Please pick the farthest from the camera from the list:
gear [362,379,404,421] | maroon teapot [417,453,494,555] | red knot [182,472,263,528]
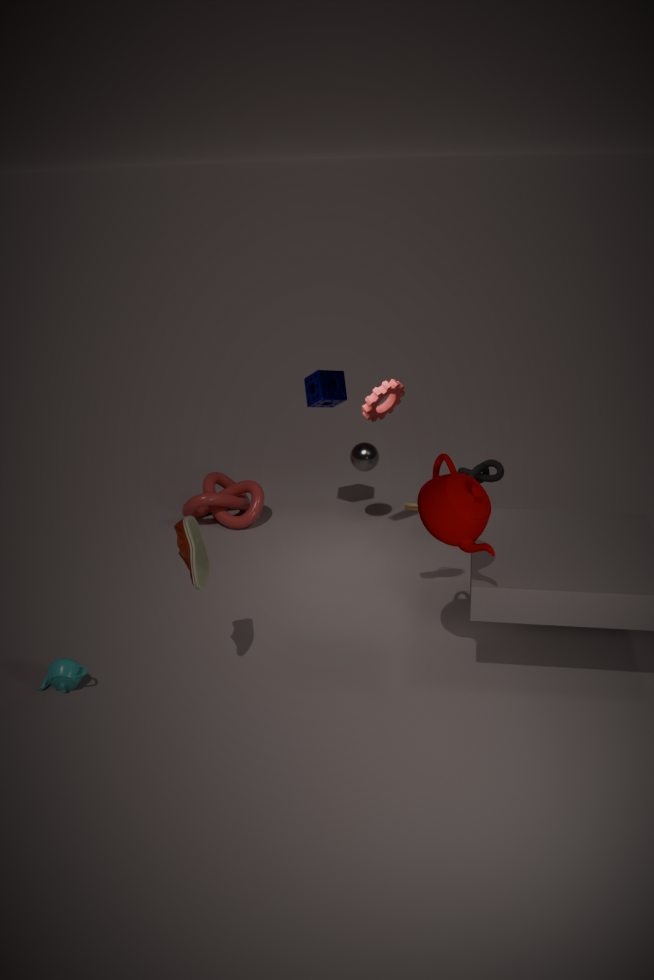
red knot [182,472,263,528]
